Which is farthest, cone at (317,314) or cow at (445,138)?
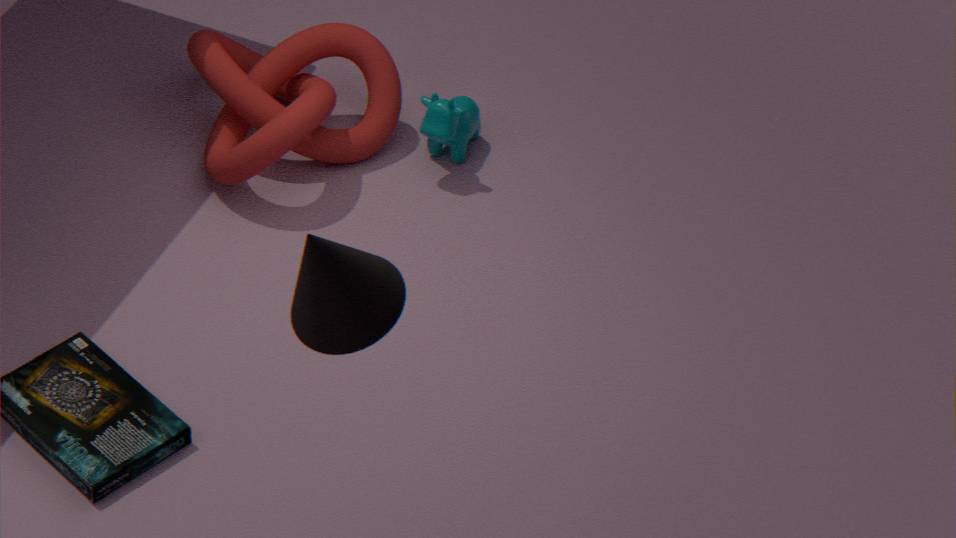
cow at (445,138)
